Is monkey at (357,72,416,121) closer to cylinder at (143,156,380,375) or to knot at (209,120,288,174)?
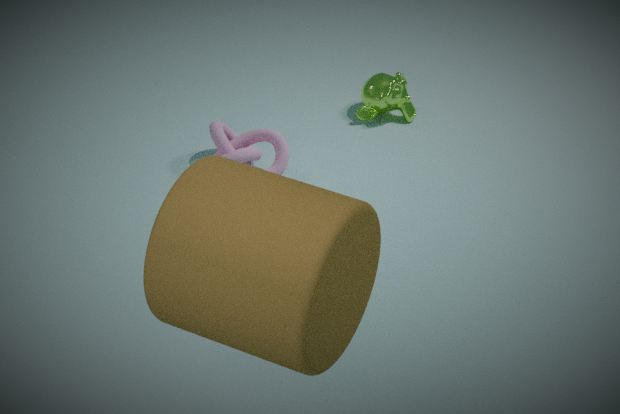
knot at (209,120,288,174)
